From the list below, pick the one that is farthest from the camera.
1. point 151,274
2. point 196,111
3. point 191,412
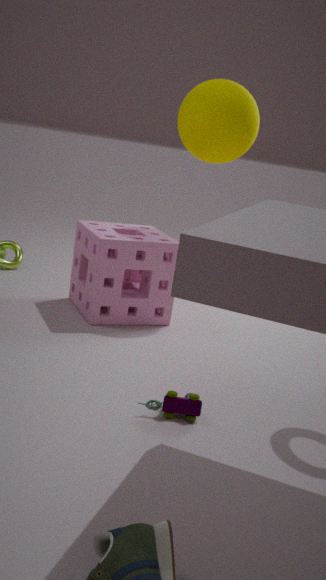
point 196,111
